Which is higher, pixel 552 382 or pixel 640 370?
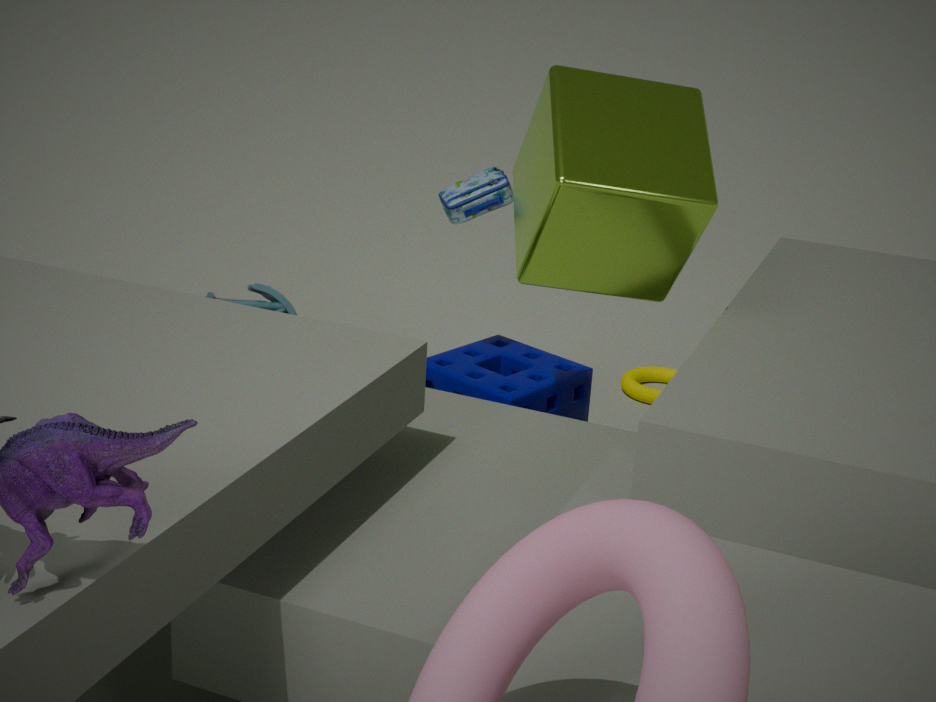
pixel 552 382
